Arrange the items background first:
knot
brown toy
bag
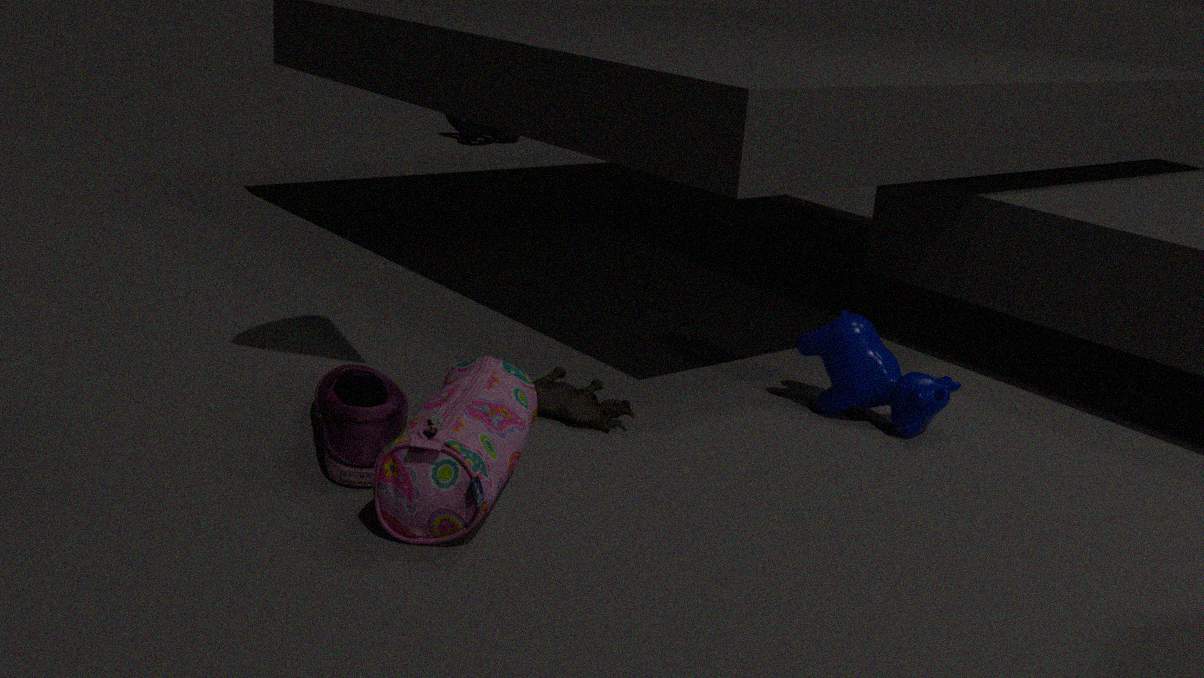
1. knot
2. brown toy
3. bag
